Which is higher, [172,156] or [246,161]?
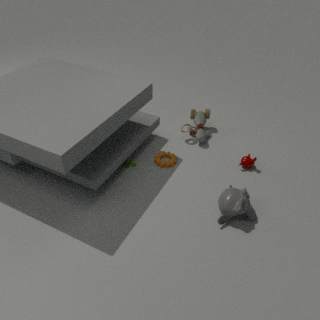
[246,161]
